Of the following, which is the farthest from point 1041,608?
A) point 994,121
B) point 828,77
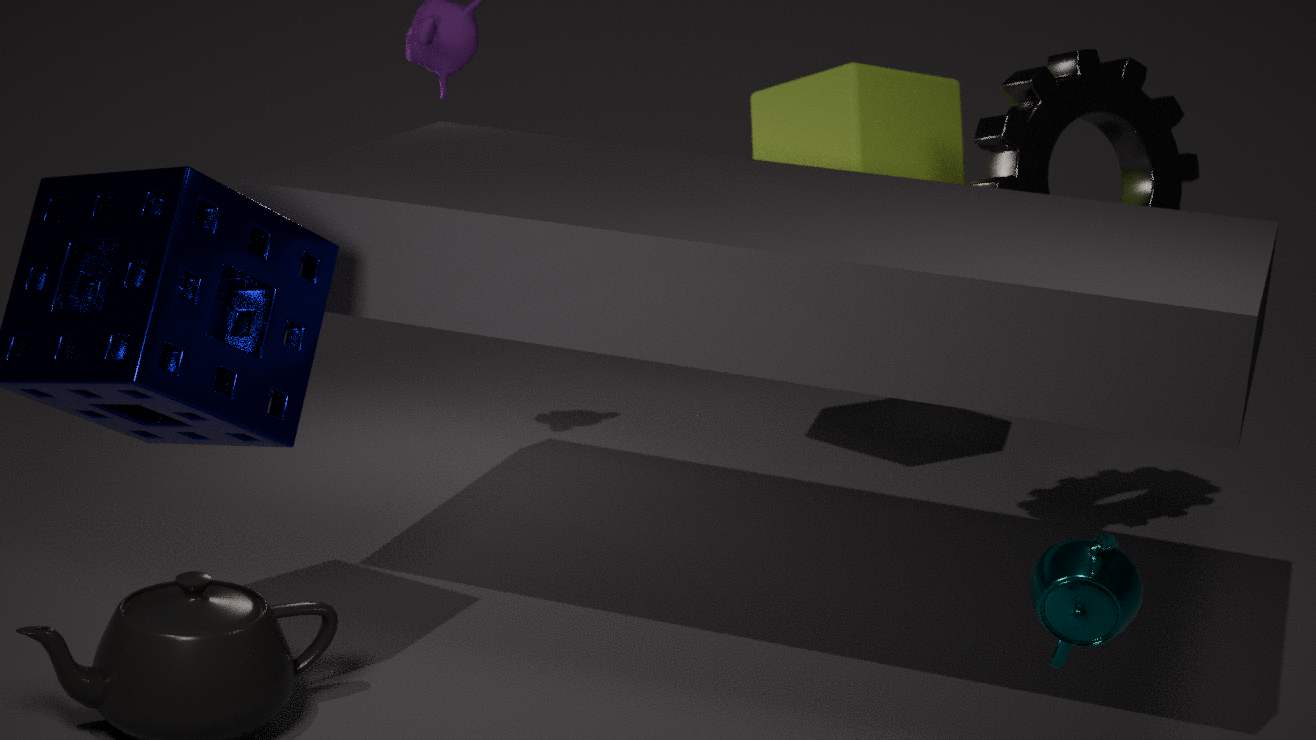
point 828,77
